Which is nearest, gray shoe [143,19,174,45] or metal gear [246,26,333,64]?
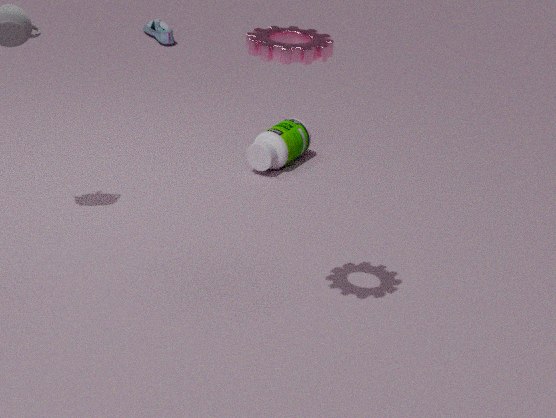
metal gear [246,26,333,64]
